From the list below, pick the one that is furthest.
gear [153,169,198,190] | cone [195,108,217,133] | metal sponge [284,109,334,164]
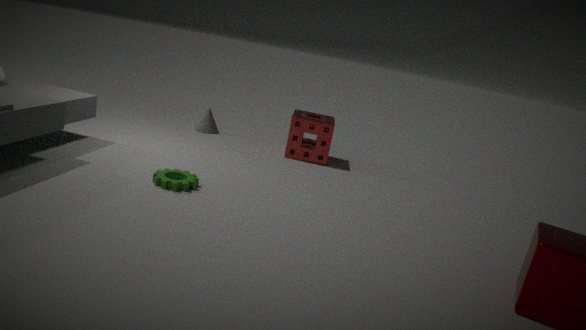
cone [195,108,217,133]
